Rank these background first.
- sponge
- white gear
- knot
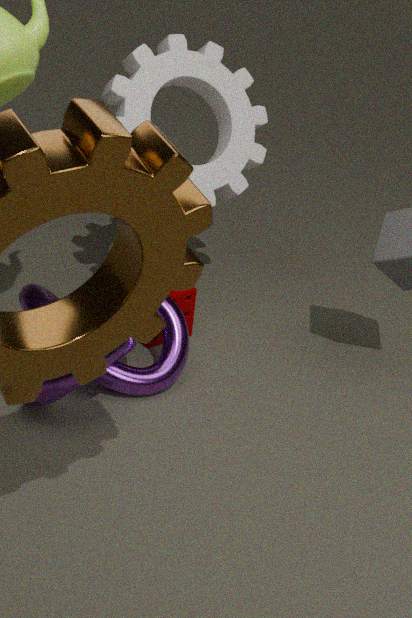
1. sponge
2. white gear
3. knot
